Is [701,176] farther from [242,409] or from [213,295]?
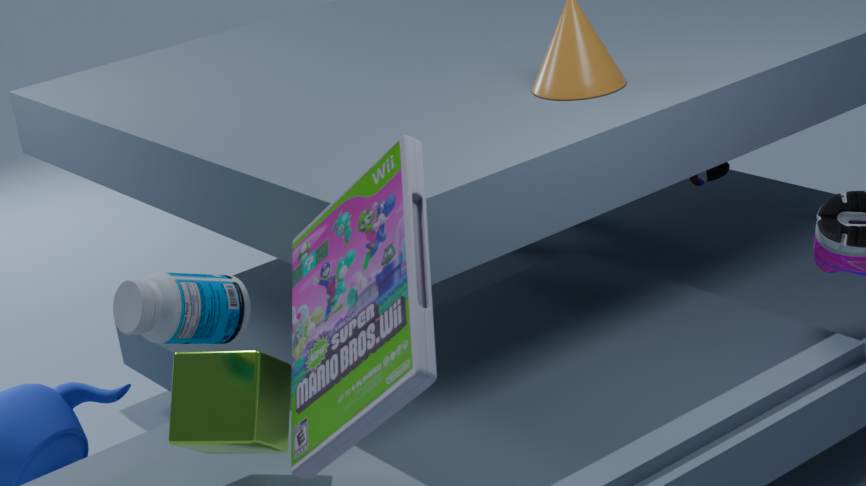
[213,295]
